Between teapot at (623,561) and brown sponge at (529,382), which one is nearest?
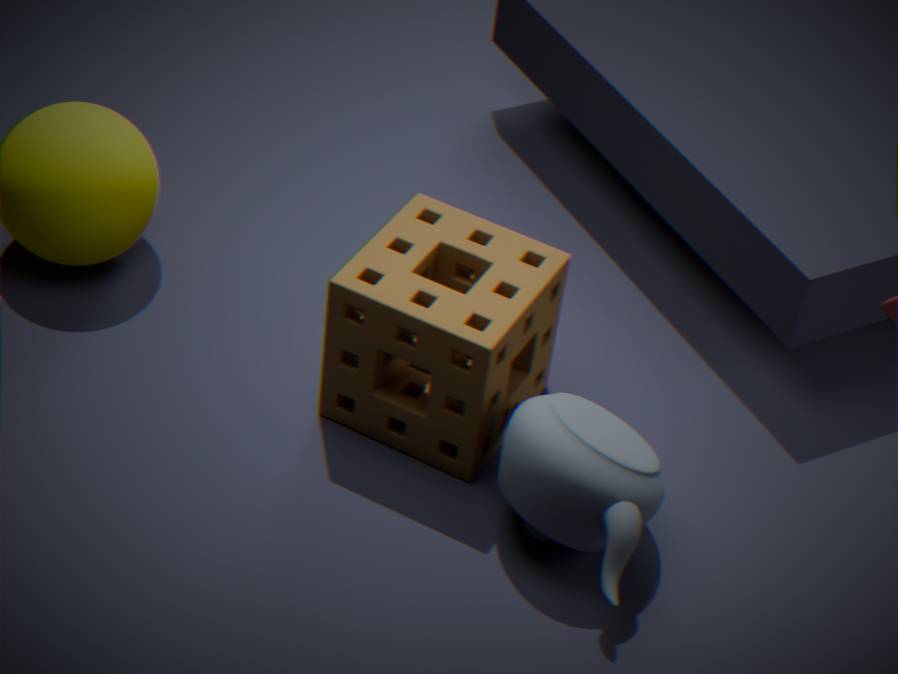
teapot at (623,561)
